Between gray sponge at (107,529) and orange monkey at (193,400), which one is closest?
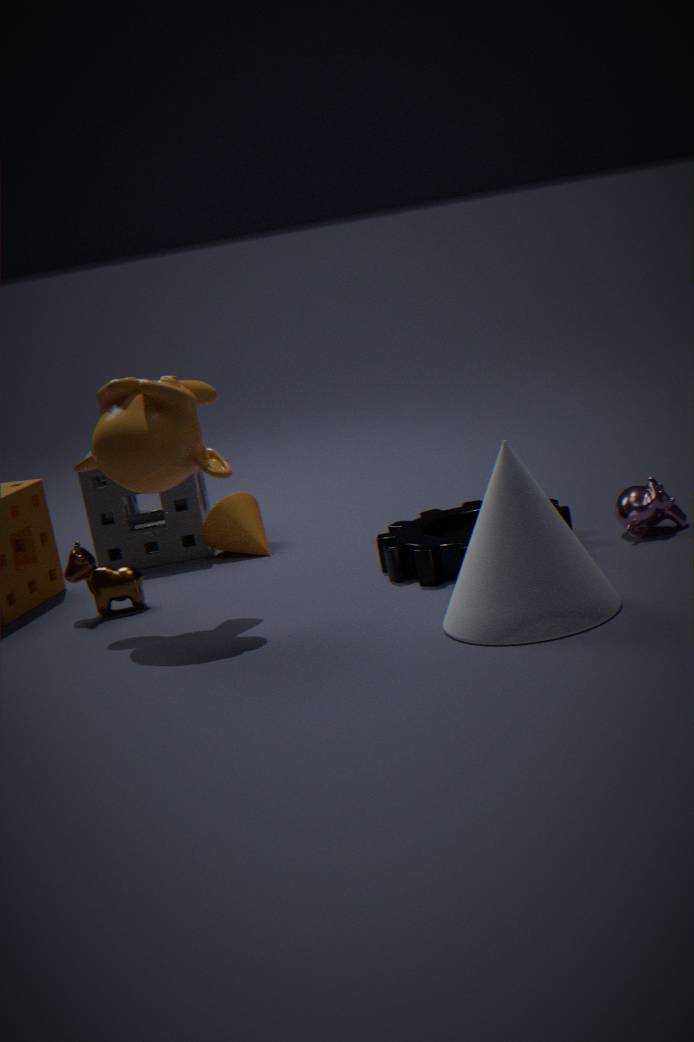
orange monkey at (193,400)
